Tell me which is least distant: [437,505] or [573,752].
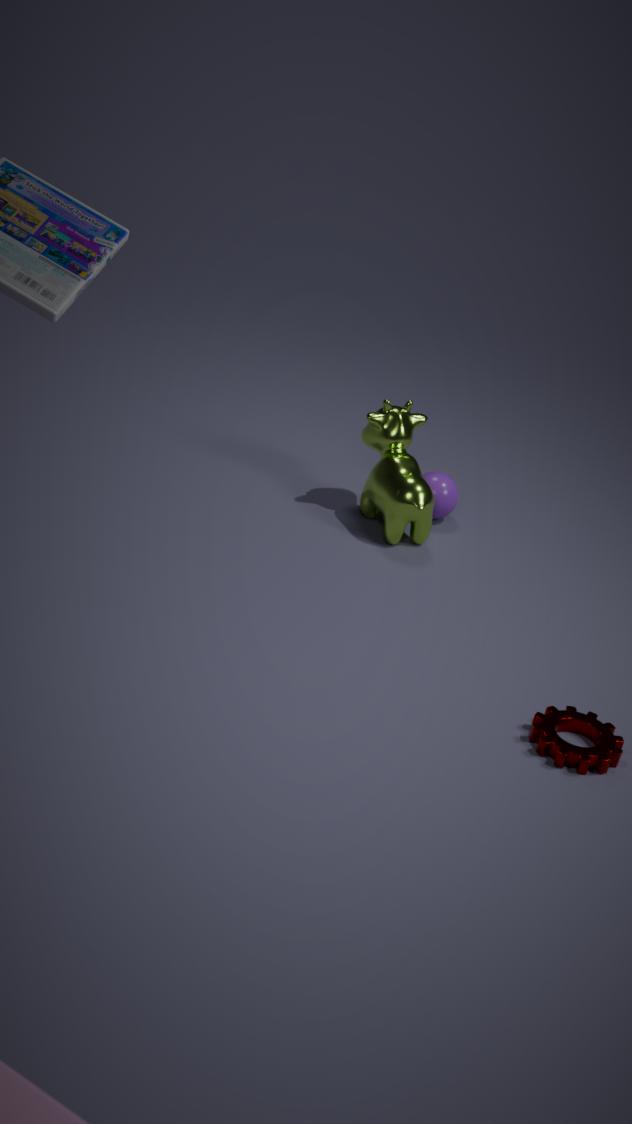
[573,752]
